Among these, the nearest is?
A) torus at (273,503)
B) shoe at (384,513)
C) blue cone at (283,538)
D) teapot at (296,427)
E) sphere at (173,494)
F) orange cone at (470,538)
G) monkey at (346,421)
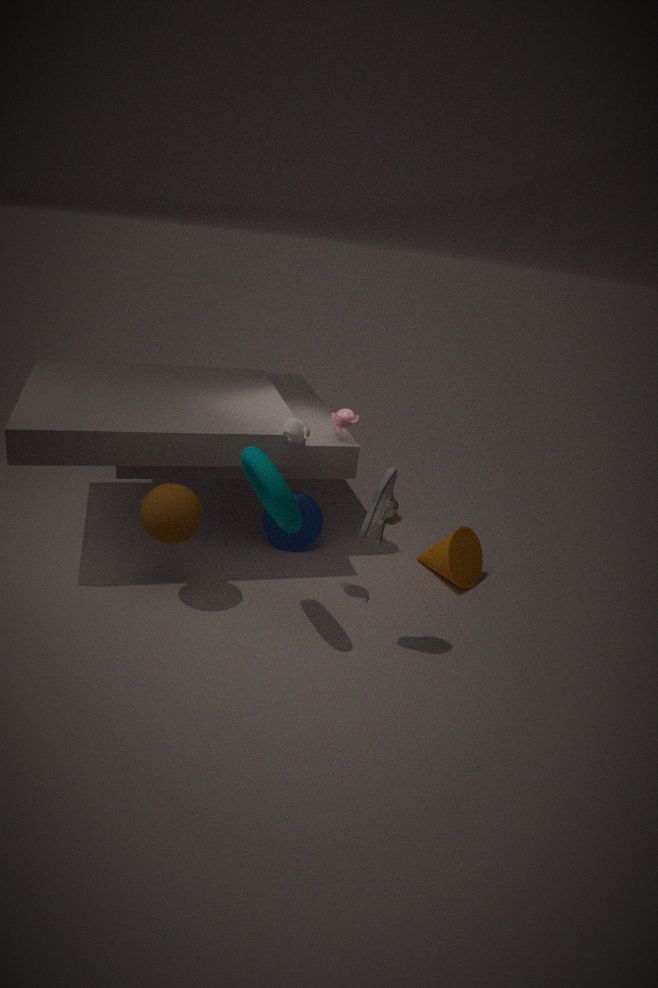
torus at (273,503)
